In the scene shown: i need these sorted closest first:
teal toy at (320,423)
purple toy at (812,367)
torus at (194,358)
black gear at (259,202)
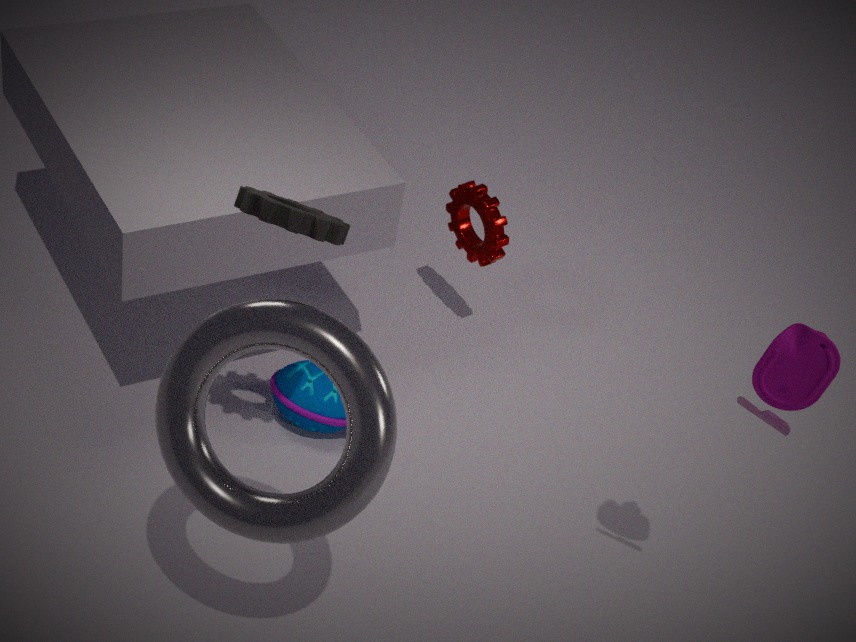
torus at (194,358), purple toy at (812,367), black gear at (259,202), teal toy at (320,423)
